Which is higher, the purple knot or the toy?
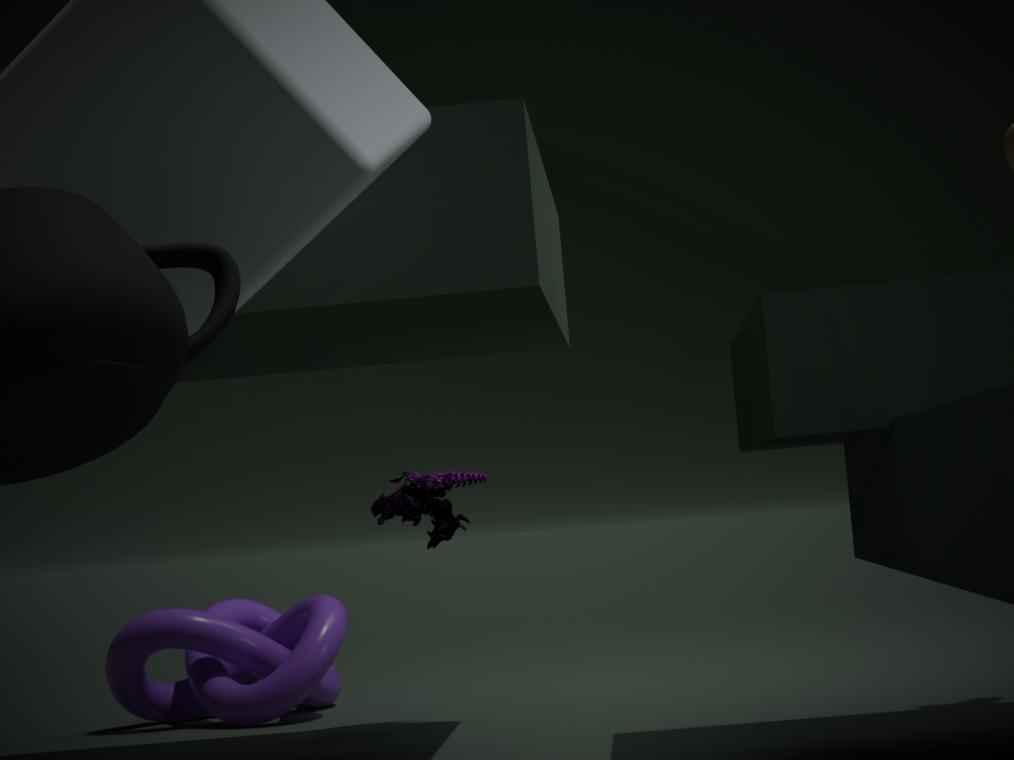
the toy
